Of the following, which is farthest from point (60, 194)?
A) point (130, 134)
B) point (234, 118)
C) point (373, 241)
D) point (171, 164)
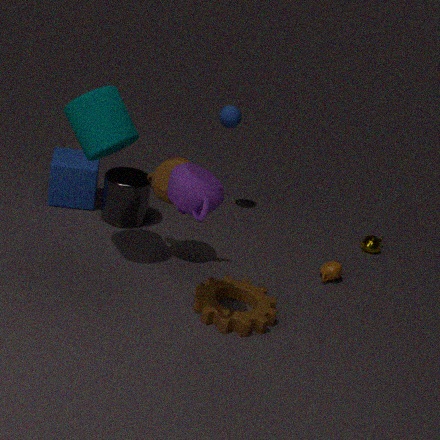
point (373, 241)
